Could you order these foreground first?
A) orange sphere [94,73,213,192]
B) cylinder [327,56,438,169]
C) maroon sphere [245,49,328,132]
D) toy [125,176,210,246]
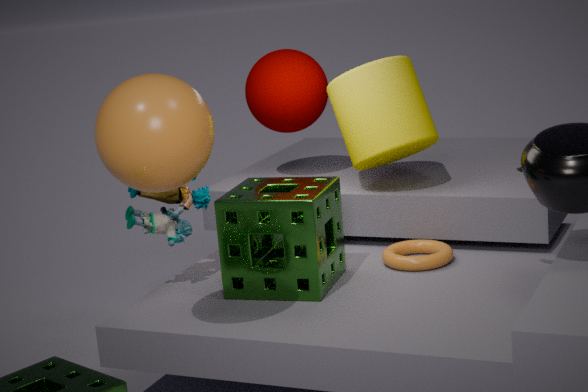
orange sphere [94,73,213,192] < toy [125,176,210,246] < cylinder [327,56,438,169] < maroon sphere [245,49,328,132]
